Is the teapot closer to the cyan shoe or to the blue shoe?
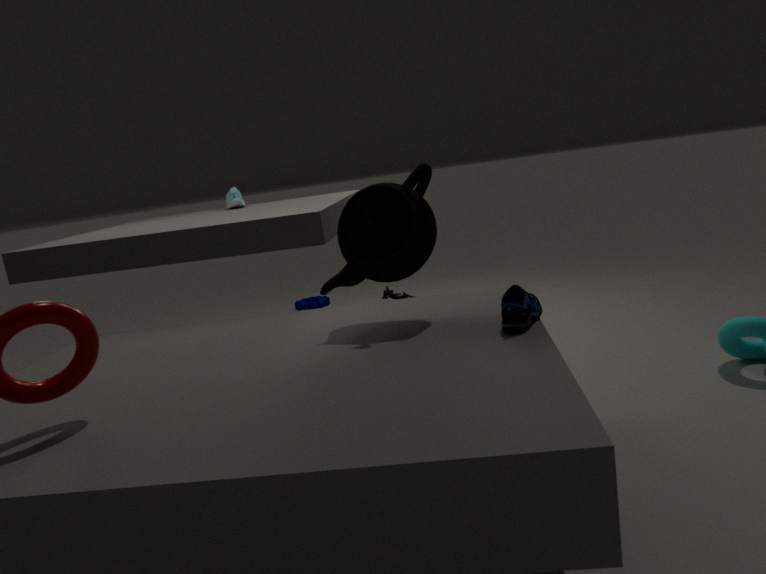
the blue shoe
